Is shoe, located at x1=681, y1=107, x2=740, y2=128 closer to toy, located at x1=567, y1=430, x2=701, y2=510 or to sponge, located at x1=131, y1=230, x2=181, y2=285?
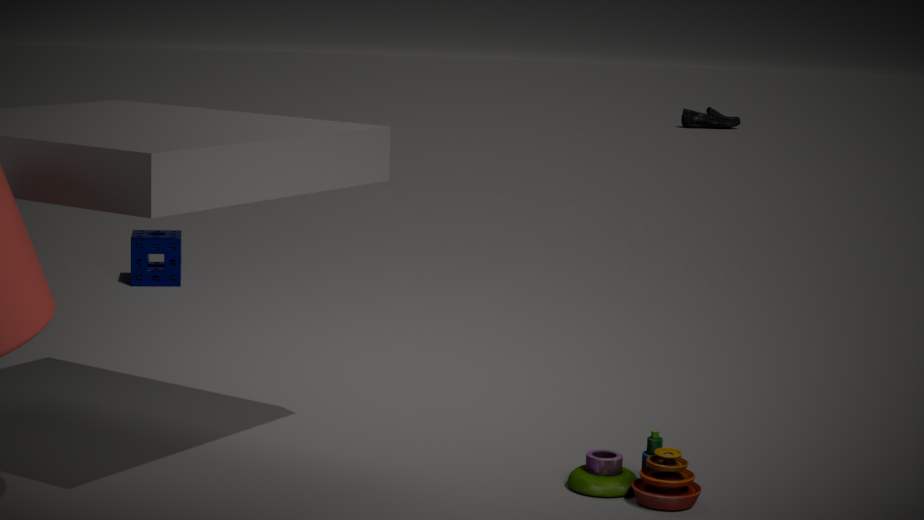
sponge, located at x1=131, y1=230, x2=181, y2=285
